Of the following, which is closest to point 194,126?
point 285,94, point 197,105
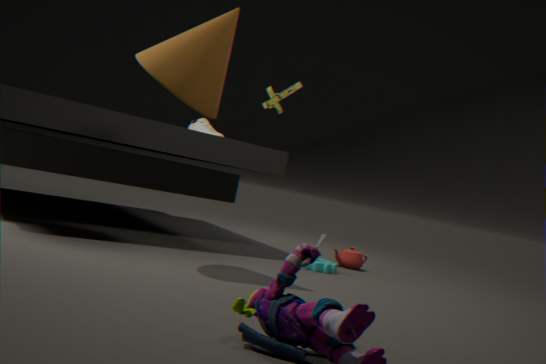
point 285,94
